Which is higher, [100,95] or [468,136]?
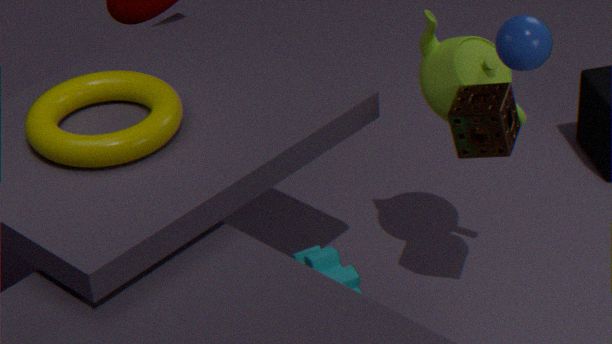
[100,95]
